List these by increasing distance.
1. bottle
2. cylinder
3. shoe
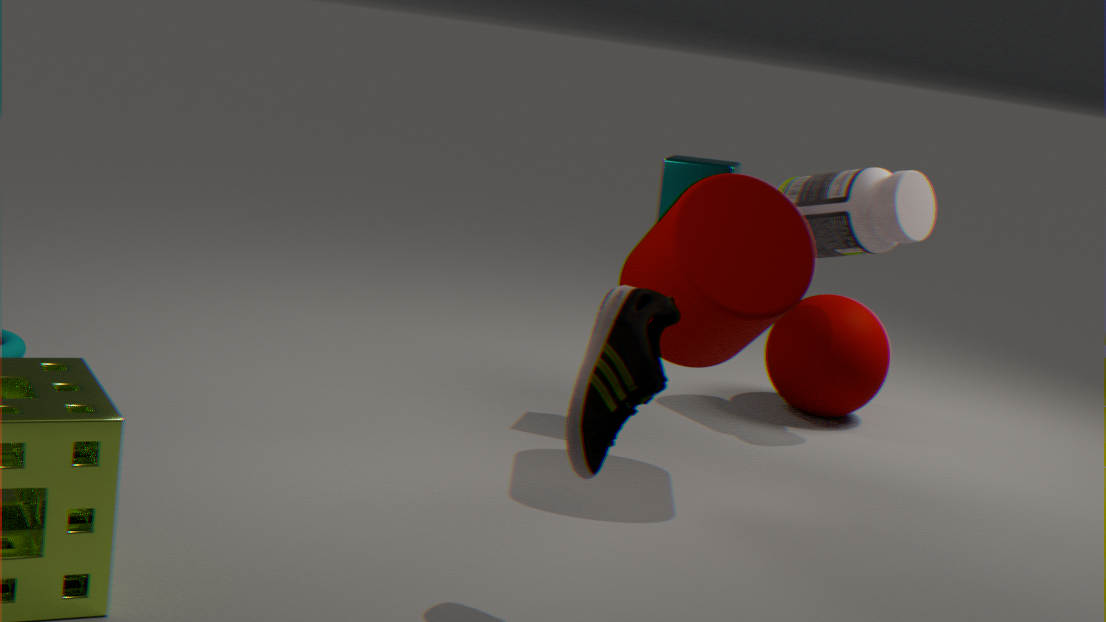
shoe
cylinder
bottle
